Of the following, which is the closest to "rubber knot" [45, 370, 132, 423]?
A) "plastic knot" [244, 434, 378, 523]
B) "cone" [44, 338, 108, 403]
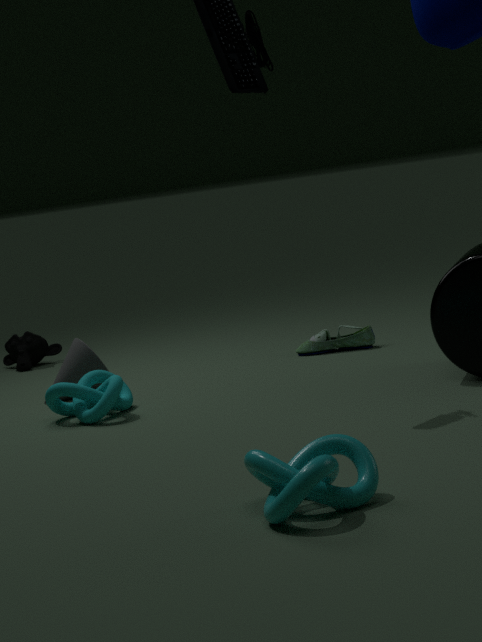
"cone" [44, 338, 108, 403]
